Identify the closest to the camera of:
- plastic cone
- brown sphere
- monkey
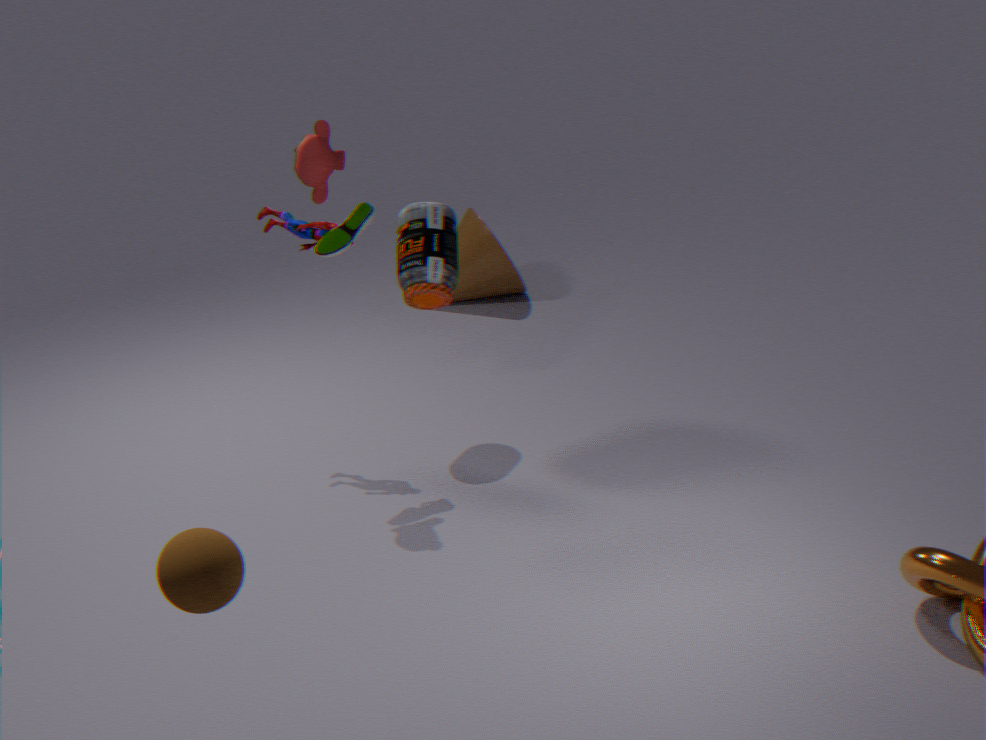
brown sphere
